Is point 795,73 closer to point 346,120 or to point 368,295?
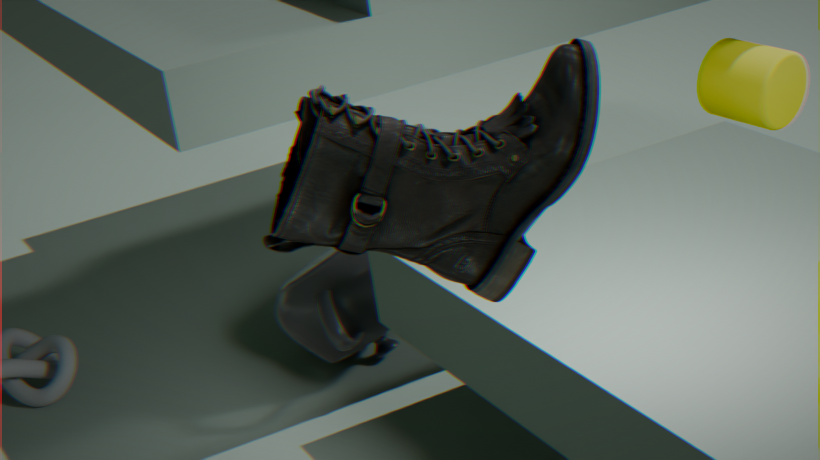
point 368,295
